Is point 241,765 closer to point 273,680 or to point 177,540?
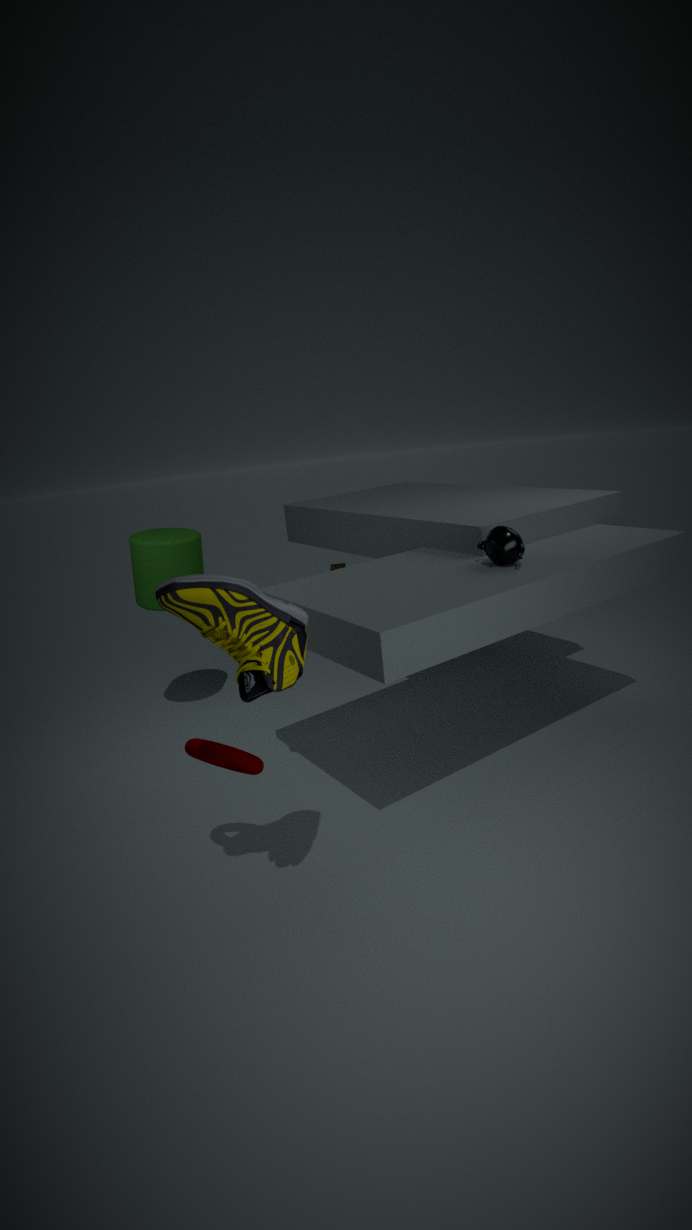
point 273,680
